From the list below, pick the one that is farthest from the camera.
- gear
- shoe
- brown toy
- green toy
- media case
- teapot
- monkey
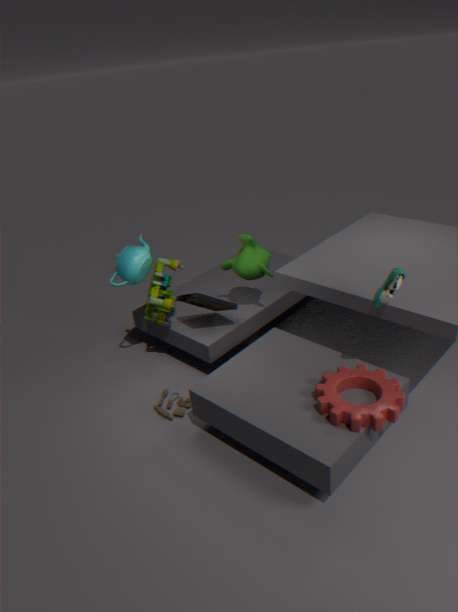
monkey
